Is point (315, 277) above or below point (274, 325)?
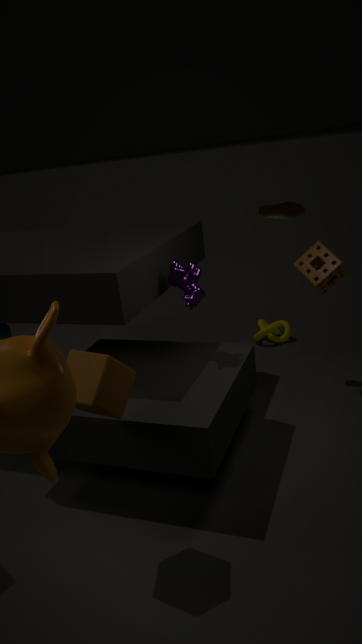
above
